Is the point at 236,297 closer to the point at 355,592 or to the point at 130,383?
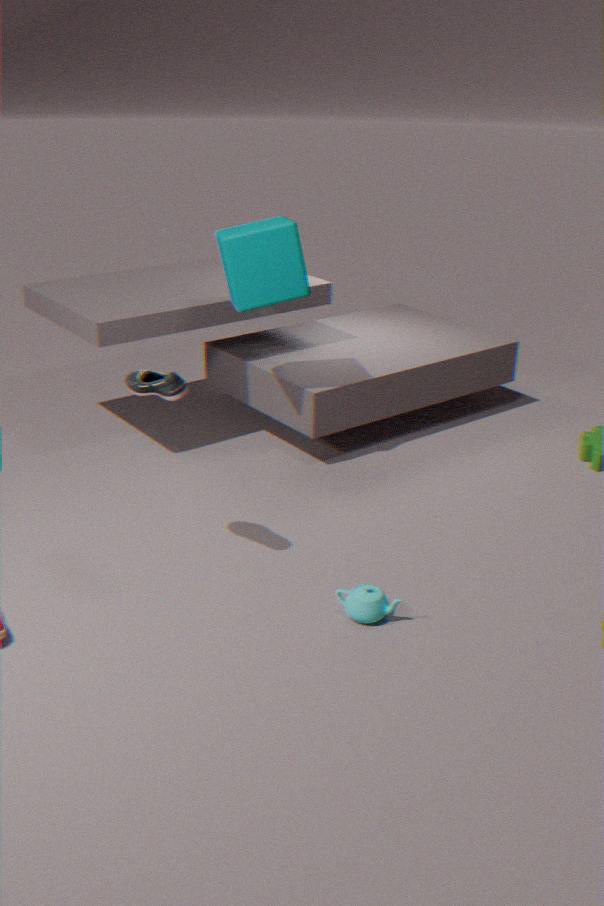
the point at 130,383
